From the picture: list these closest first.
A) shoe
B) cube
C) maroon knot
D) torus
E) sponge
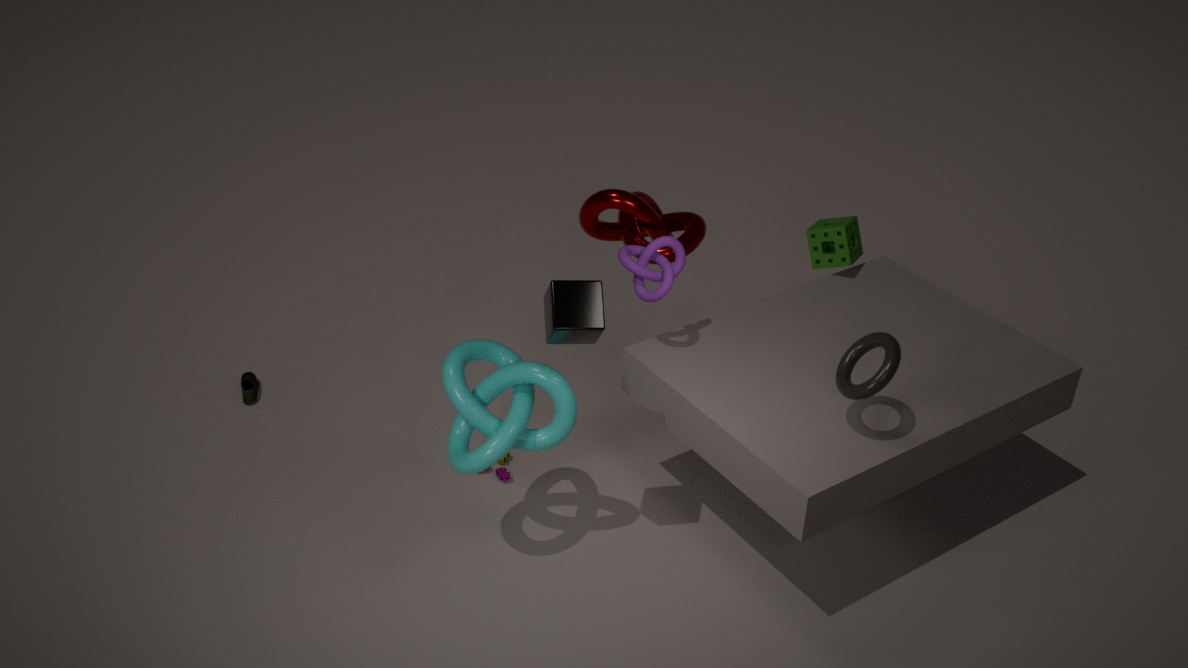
cube, torus, maroon knot, sponge, shoe
